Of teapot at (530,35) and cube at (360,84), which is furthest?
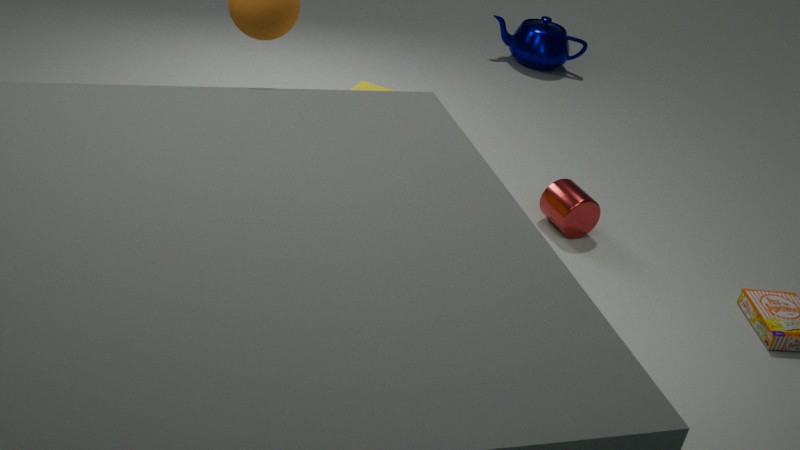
teapot at (530,35)
